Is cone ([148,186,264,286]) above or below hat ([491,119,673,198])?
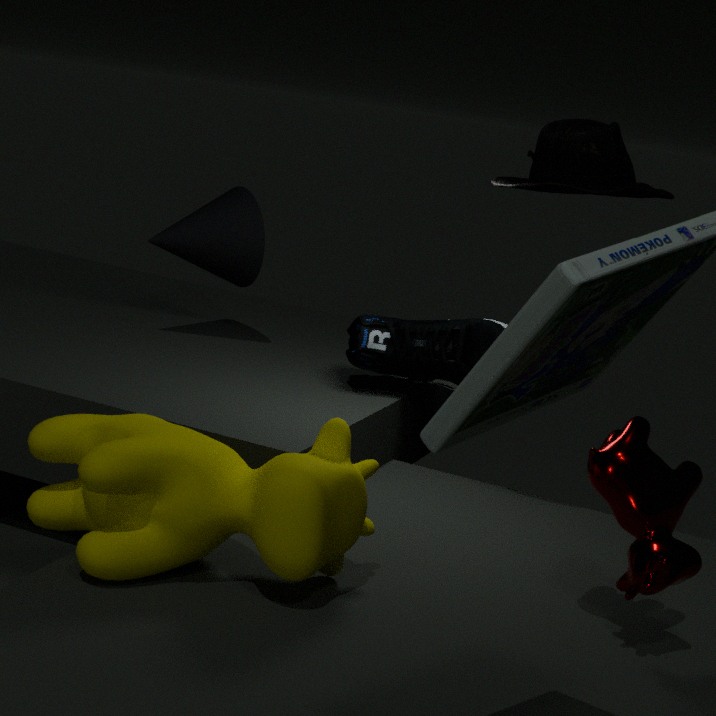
below
